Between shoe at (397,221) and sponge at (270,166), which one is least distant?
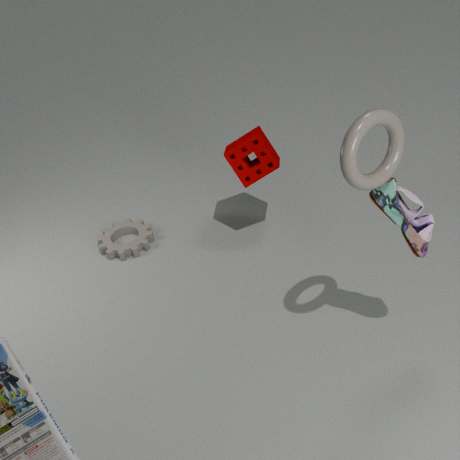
shoe at (397,221)
